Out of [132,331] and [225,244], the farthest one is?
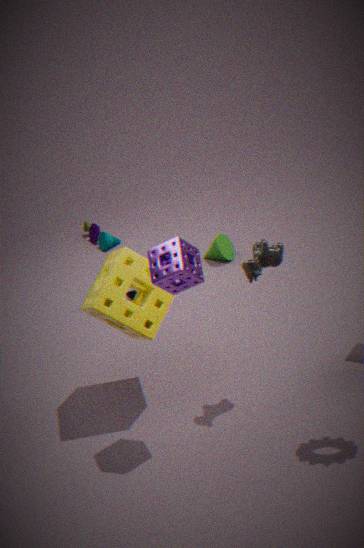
[225,244]
